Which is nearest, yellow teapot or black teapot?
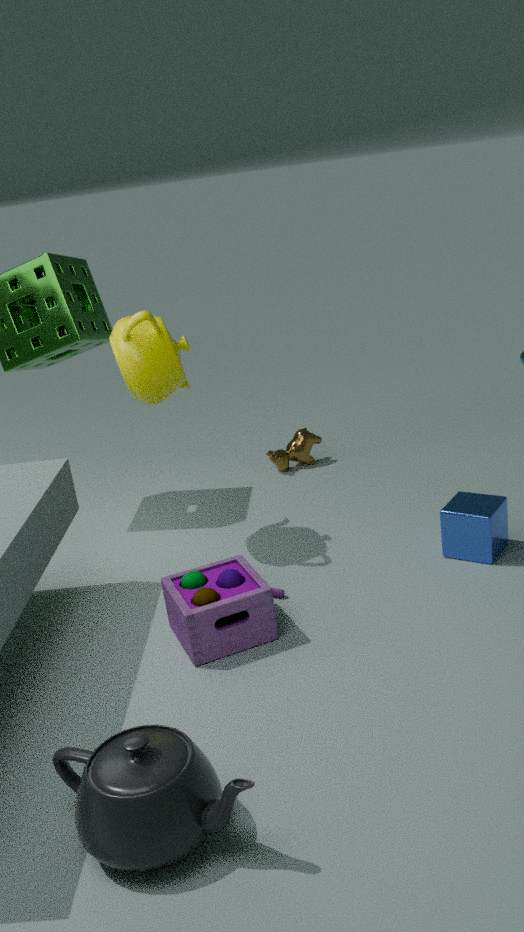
black teapot
